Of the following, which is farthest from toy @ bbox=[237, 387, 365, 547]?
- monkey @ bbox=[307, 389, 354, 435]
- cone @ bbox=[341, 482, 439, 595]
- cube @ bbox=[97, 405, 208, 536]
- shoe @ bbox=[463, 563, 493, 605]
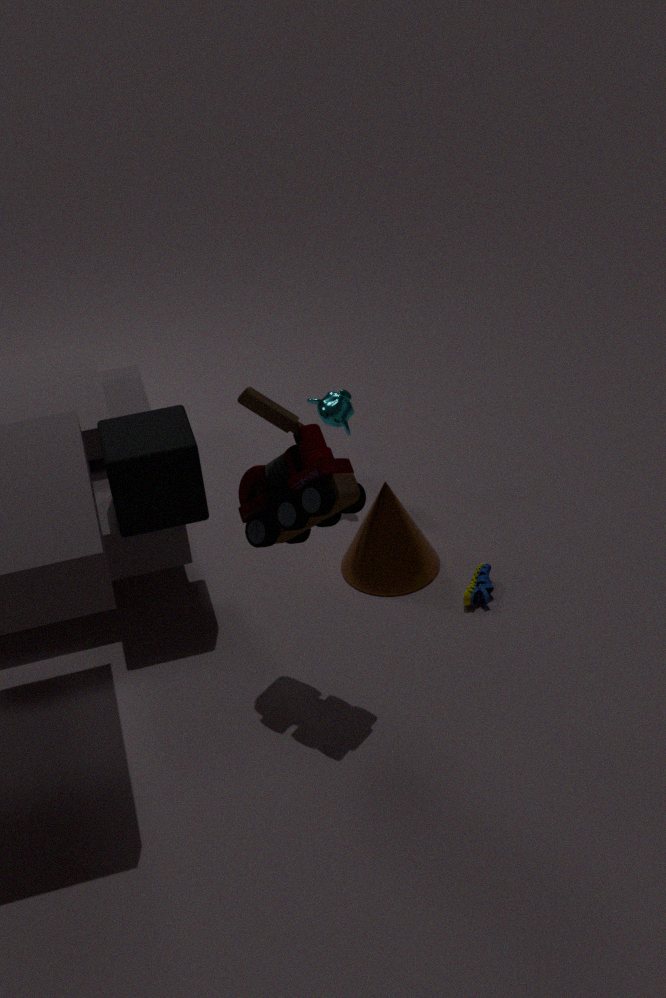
monkey @ bbox=[307, 389, 354, 435]
